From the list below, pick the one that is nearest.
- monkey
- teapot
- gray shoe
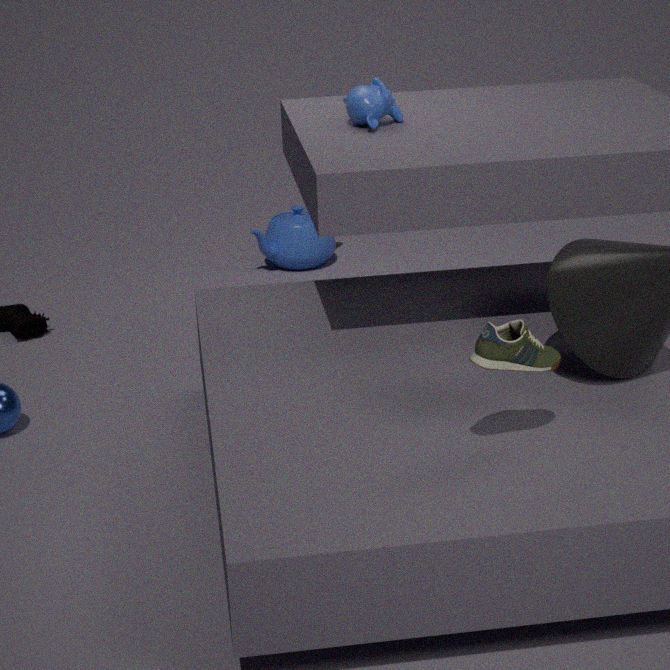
gray shoe
